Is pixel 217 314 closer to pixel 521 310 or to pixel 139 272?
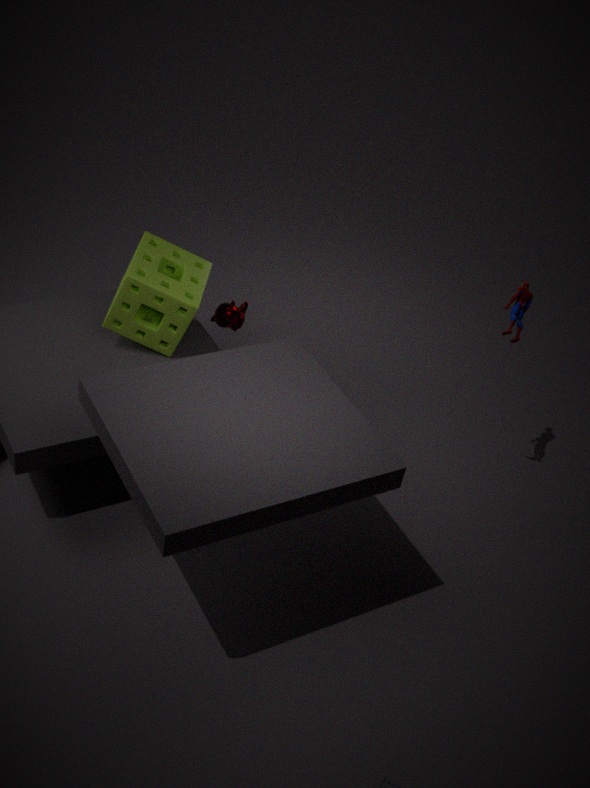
pixel 139 272
